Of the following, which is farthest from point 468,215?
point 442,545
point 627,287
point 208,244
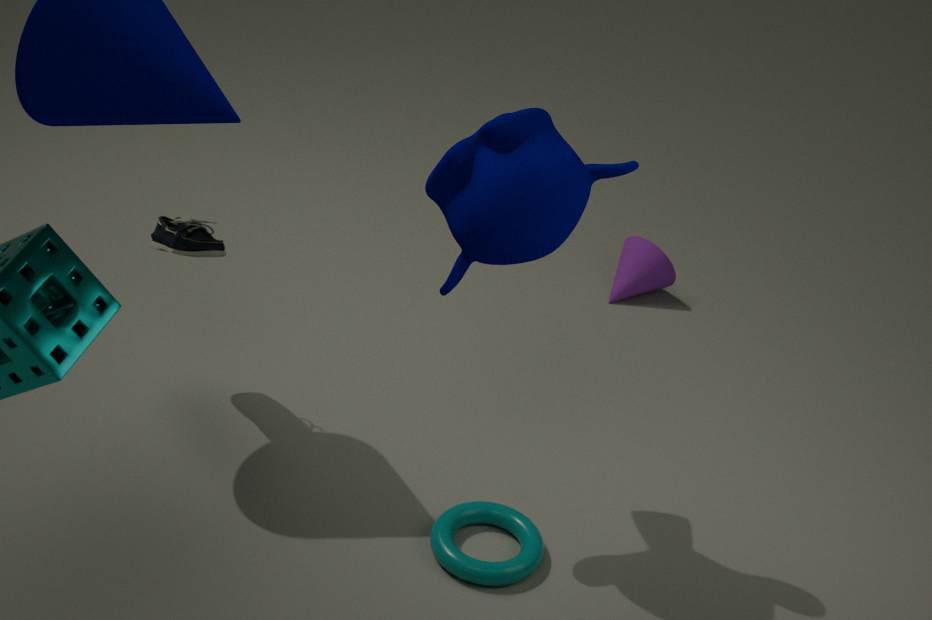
point 627,287
